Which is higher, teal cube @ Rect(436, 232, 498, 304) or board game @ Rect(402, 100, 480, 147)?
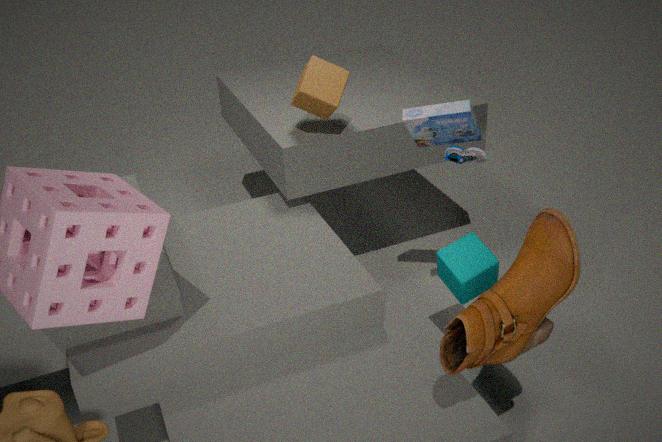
board game @ Rect(402, 100, 480, 147)
